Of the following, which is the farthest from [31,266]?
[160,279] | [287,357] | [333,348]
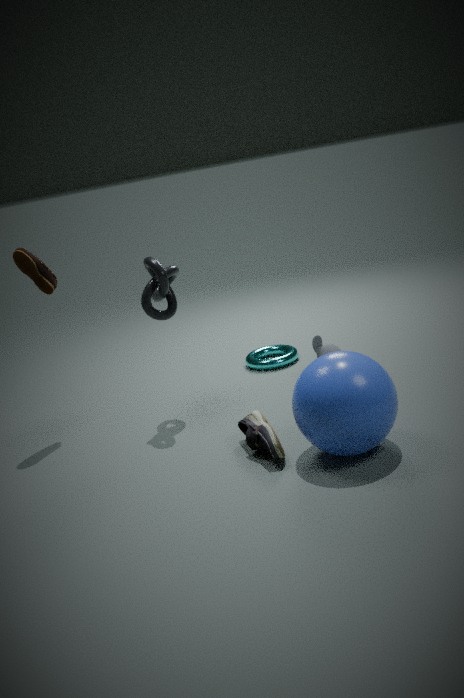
[333,348]
